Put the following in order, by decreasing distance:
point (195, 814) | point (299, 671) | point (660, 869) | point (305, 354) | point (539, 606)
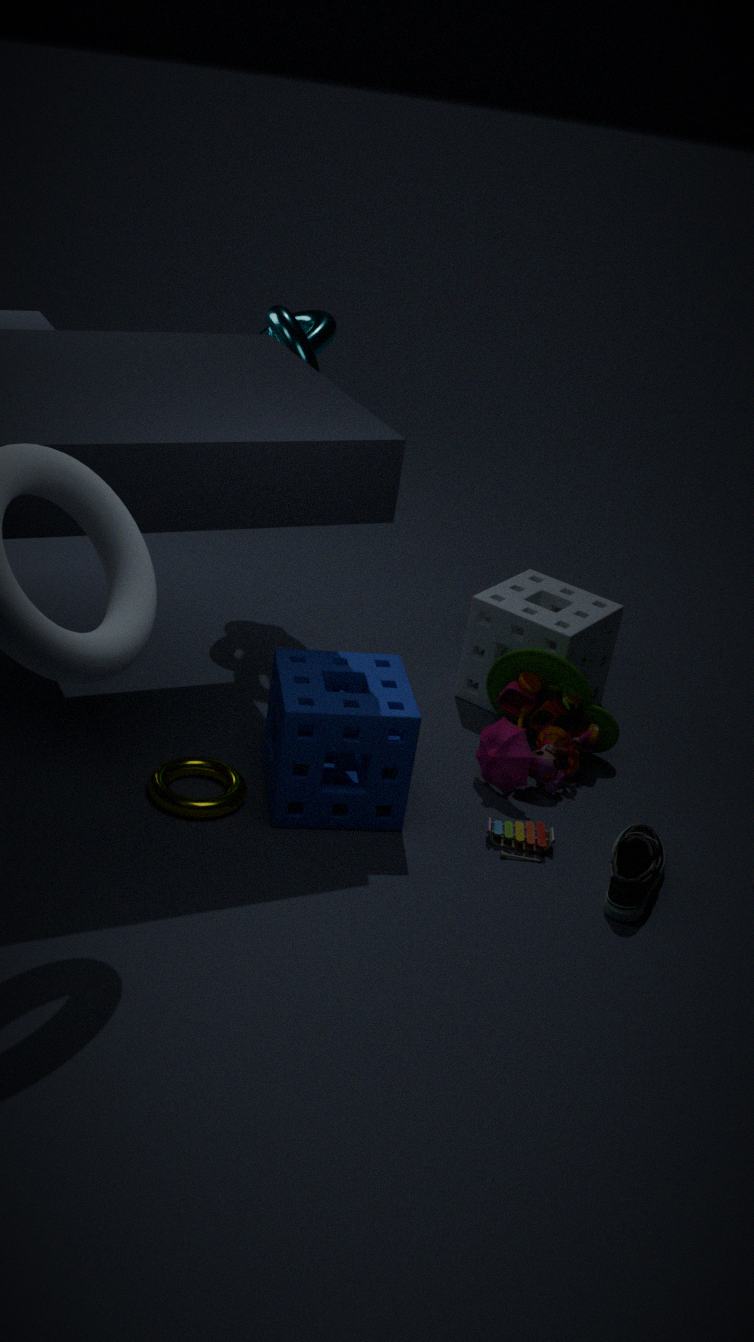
point (539, 606)
point (305, 354)
point (299, 671)
point (660, 869)
point (195, 814)
